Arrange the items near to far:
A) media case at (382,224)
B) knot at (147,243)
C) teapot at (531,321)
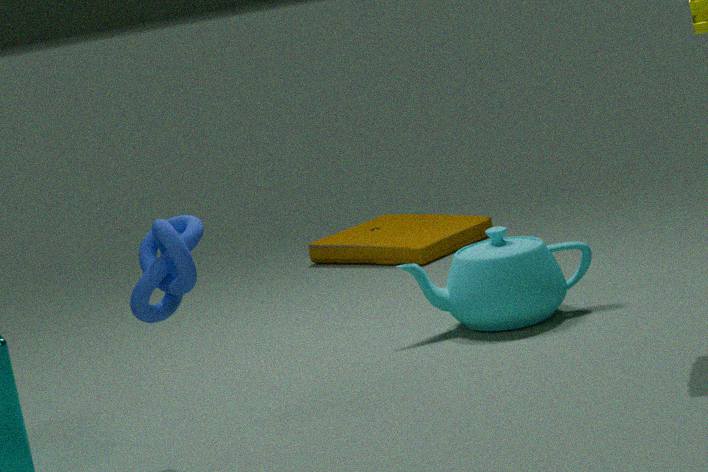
knot at (147,243)
teapot at (531,321)
media case at (382,224)
